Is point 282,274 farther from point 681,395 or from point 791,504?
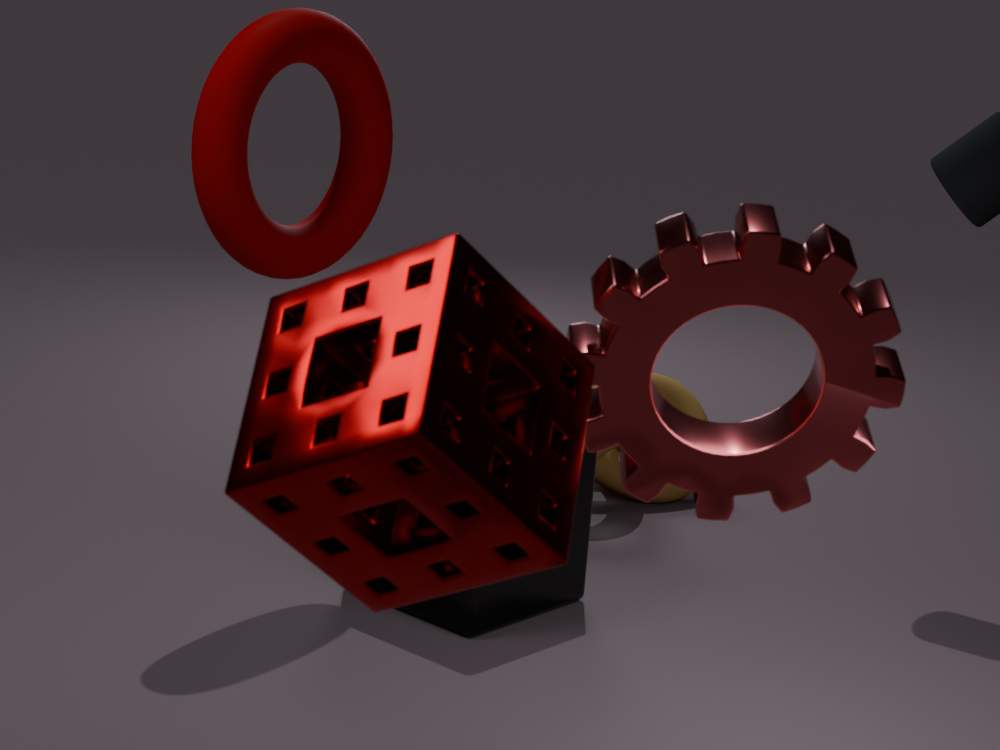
point 791,504
